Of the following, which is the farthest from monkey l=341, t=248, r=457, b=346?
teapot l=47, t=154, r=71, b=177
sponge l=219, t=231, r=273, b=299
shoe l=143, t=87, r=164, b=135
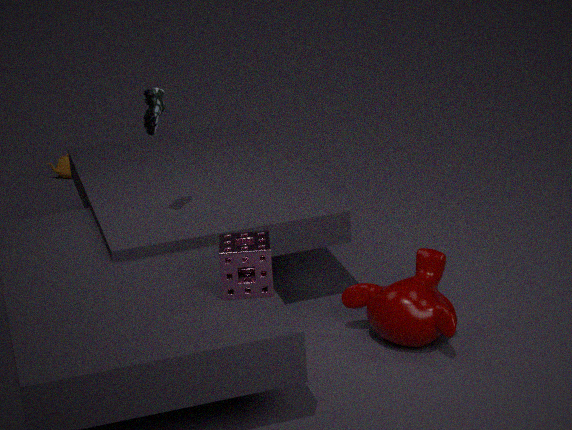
teapot l=47, t=154, r=71, b=177
